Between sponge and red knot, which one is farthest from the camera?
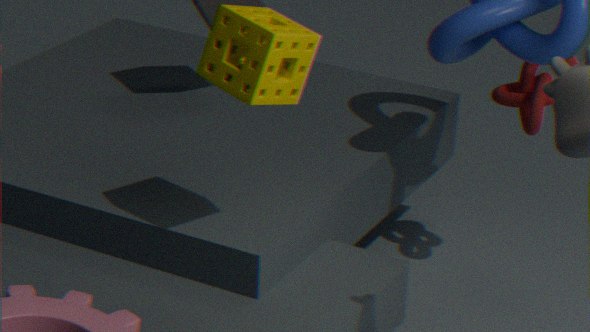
red knot
